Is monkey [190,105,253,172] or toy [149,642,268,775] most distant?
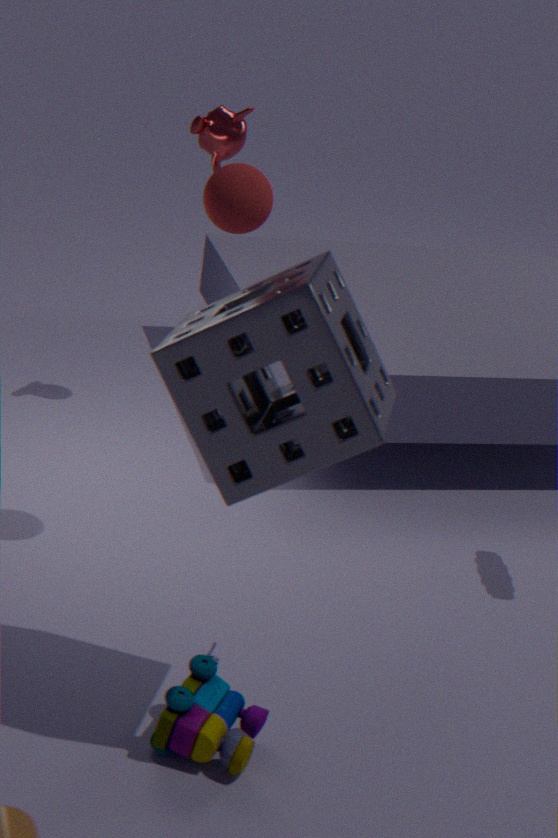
monkey [190,105,253,172]
